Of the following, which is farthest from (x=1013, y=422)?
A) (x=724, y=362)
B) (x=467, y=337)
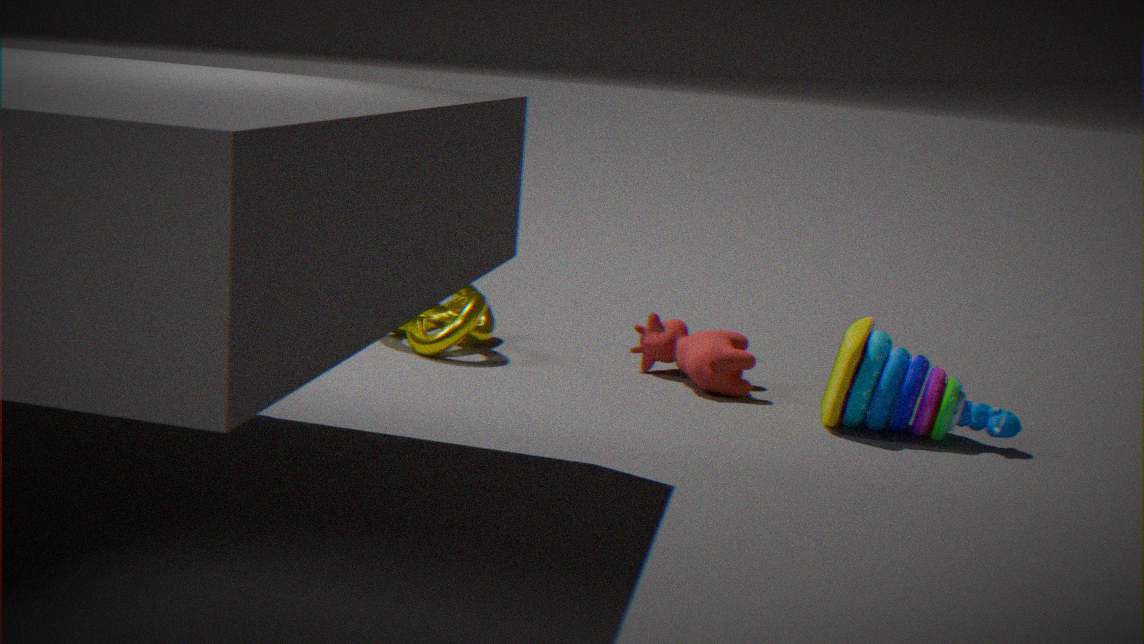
(x=467, y=337)
